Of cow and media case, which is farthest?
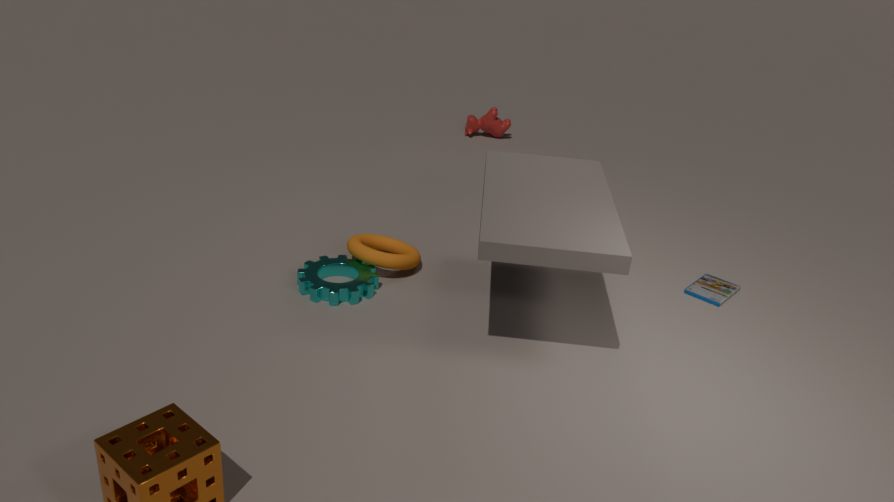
cow
